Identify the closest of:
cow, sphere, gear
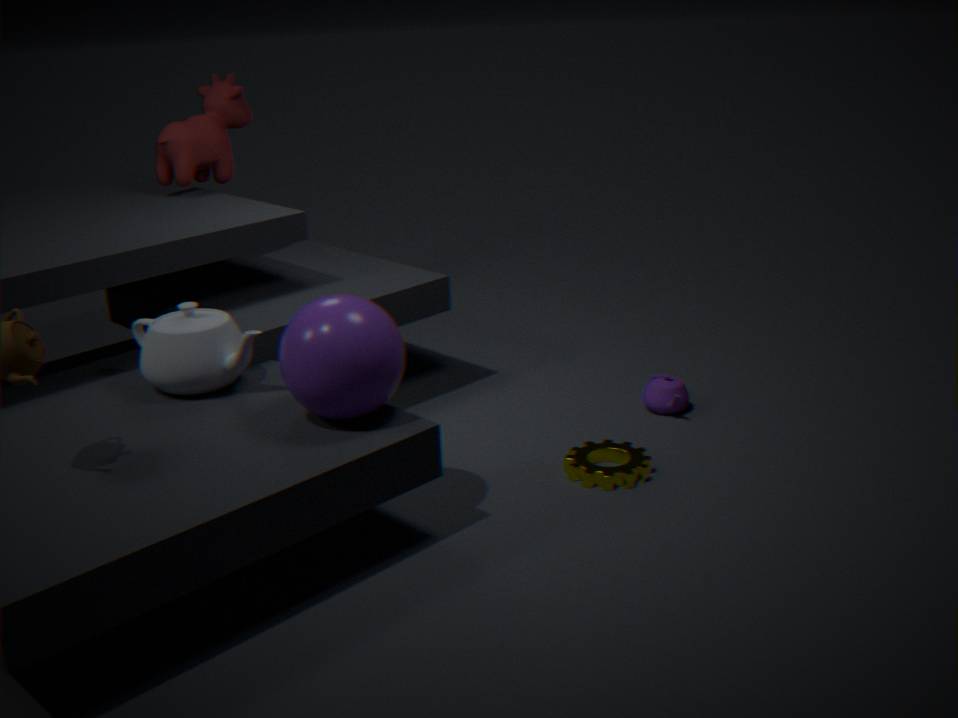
sphere
